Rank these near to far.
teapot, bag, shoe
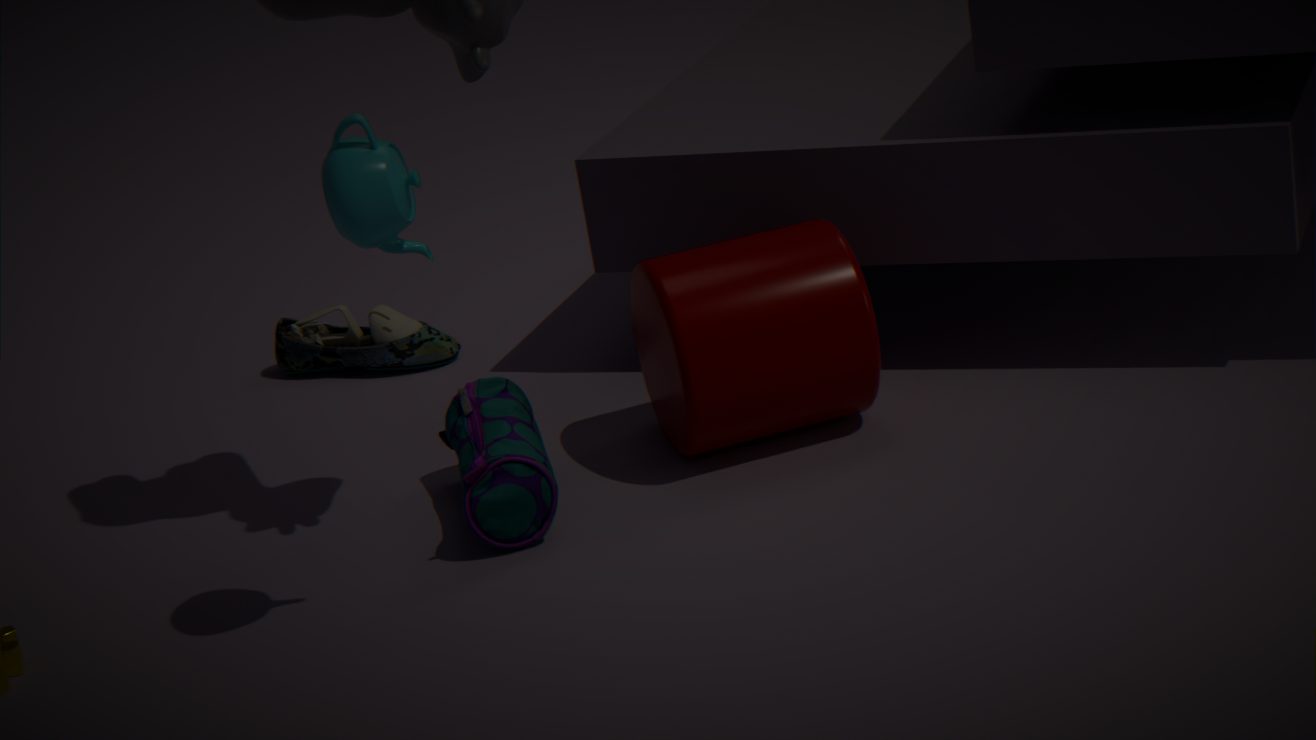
1. teapot
2. bag
3. shoe
